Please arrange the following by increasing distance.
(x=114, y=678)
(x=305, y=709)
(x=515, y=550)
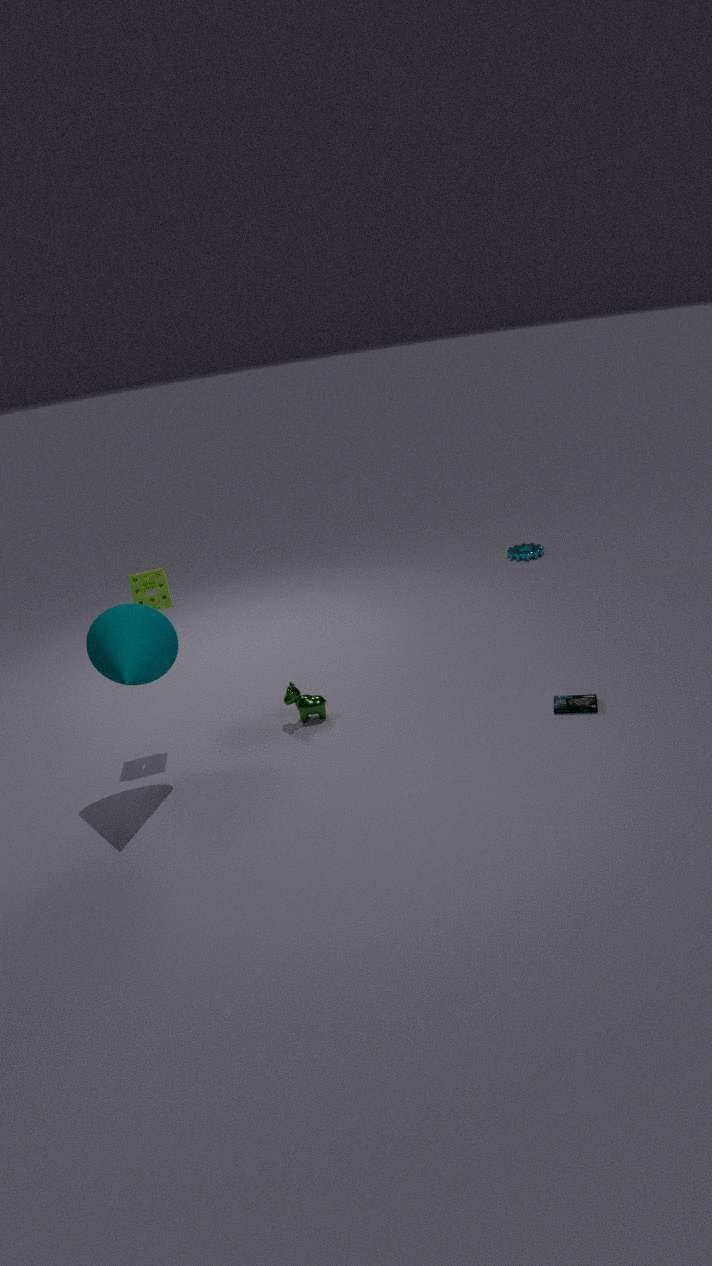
1. (x=114, y=678)
2. (x=305, y=709)
3. (x=515, y=550)
